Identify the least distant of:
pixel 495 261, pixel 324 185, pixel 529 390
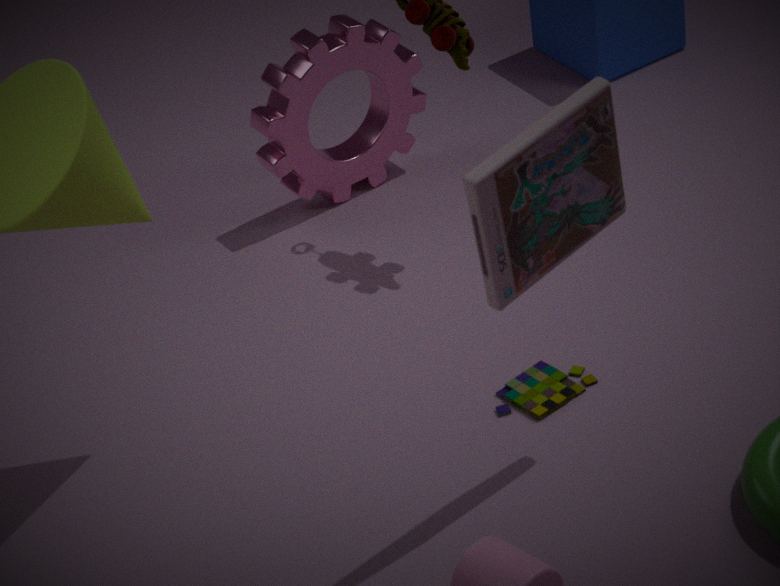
pixel 495 261
